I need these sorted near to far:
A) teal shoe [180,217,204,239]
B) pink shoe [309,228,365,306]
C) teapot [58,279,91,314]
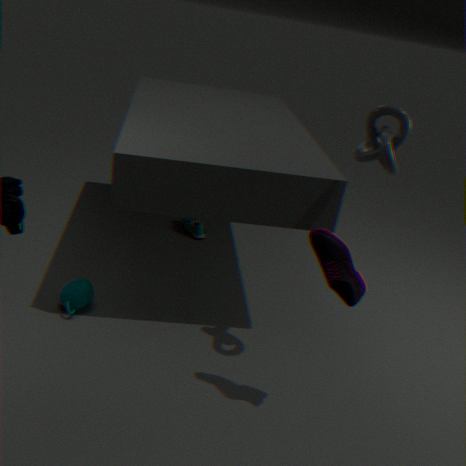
pink shoe [309,228,365,306]
teapot [58,279,91,314]
teal shoe [180,217,204,239]
